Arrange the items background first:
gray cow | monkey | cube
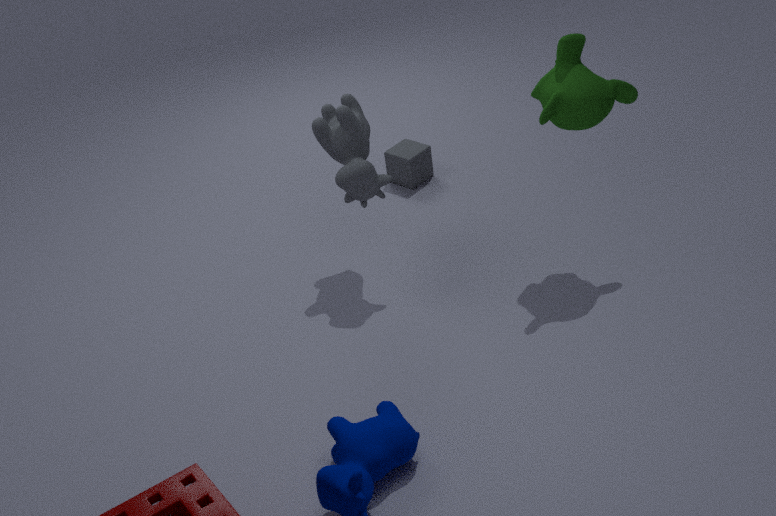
cube, gray cow, monkey
